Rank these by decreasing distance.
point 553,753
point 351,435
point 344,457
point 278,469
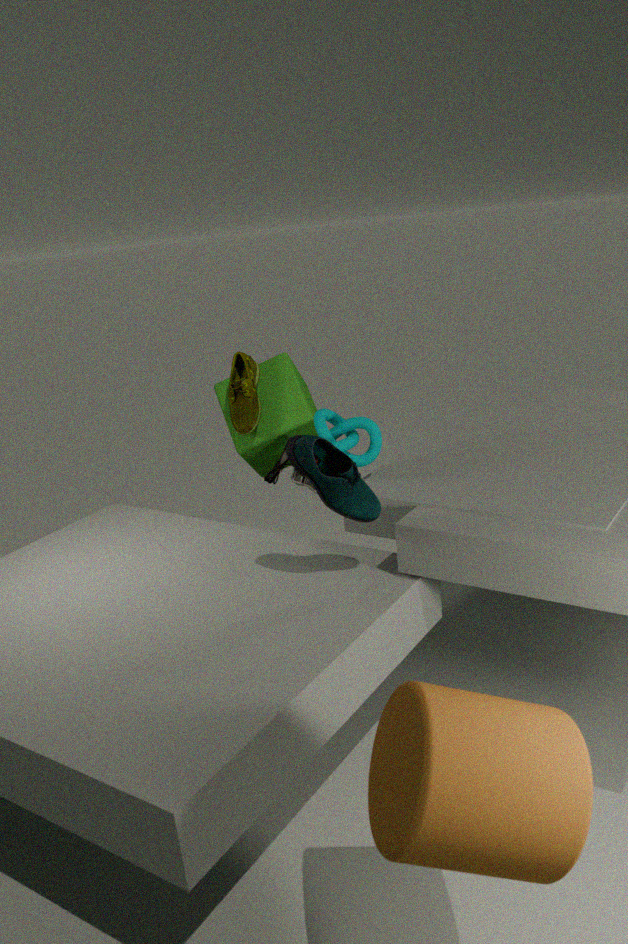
point 278,469 → point 351,435 → point 344,457 → point 553,753
